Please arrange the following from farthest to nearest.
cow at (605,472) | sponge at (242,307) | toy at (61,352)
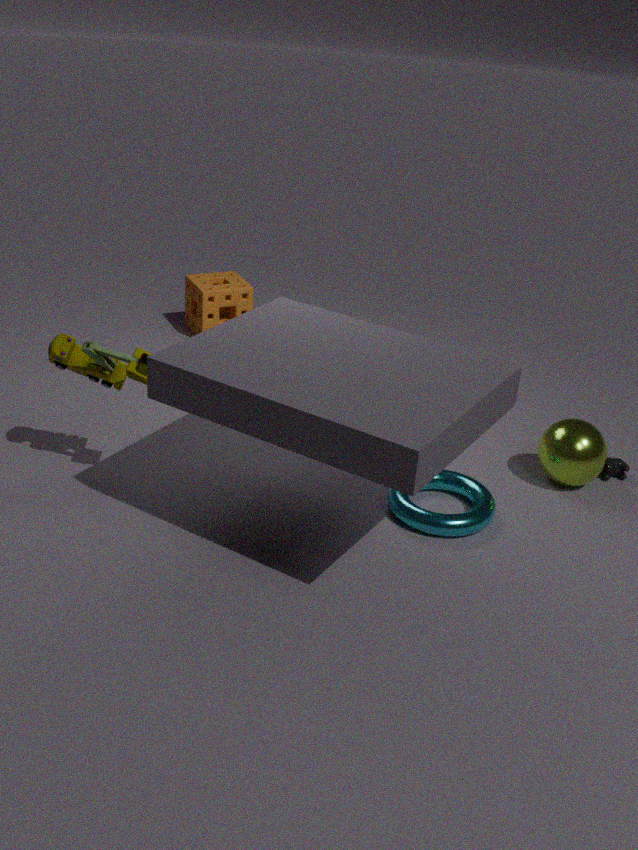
sponge at (242,307) → cow at (605,472) → toy at (61,352)
